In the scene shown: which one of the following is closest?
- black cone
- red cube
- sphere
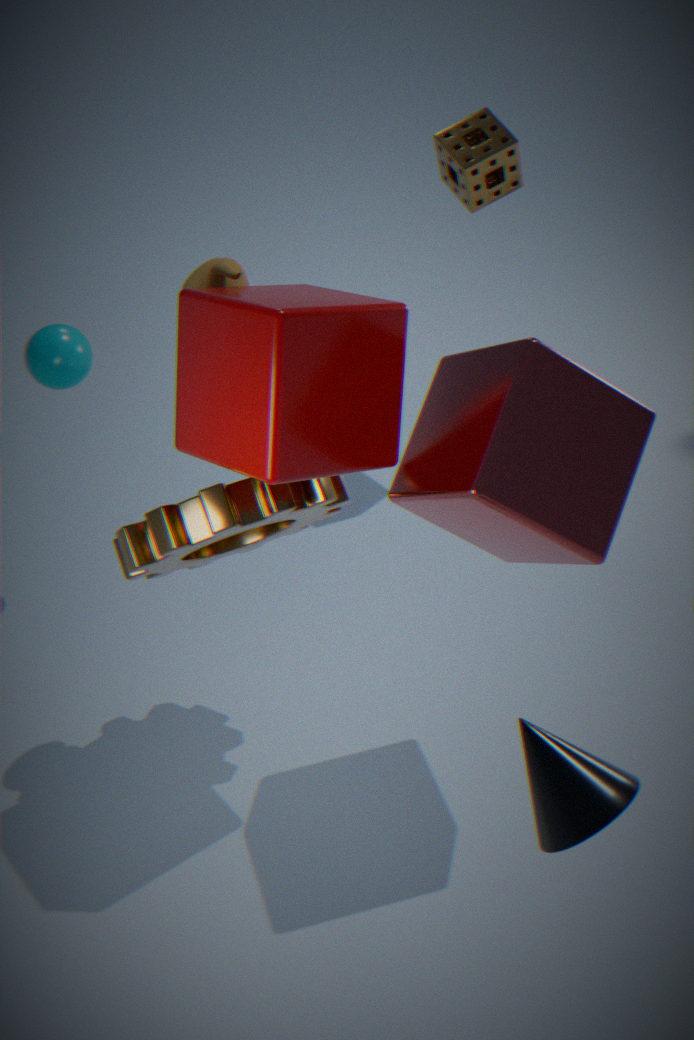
black cone
